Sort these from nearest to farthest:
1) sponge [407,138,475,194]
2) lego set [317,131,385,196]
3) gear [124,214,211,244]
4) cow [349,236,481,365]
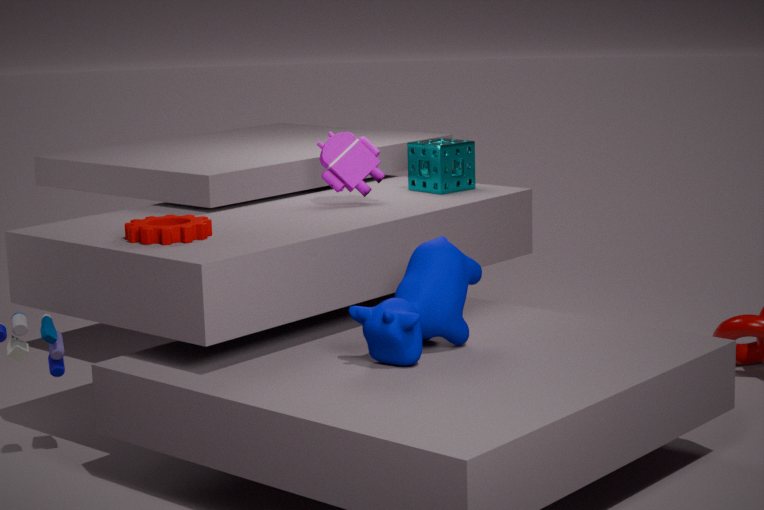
4. cow [349,236,481,365] → 3. gear [124,214,211,244] → 2. lego set [317,131,385,196] → 1. sponge [407,138,475,194]
